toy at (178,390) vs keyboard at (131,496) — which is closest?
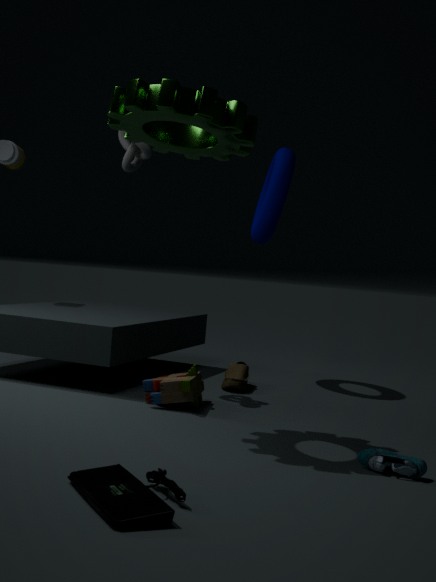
keyboard at (131,496)
